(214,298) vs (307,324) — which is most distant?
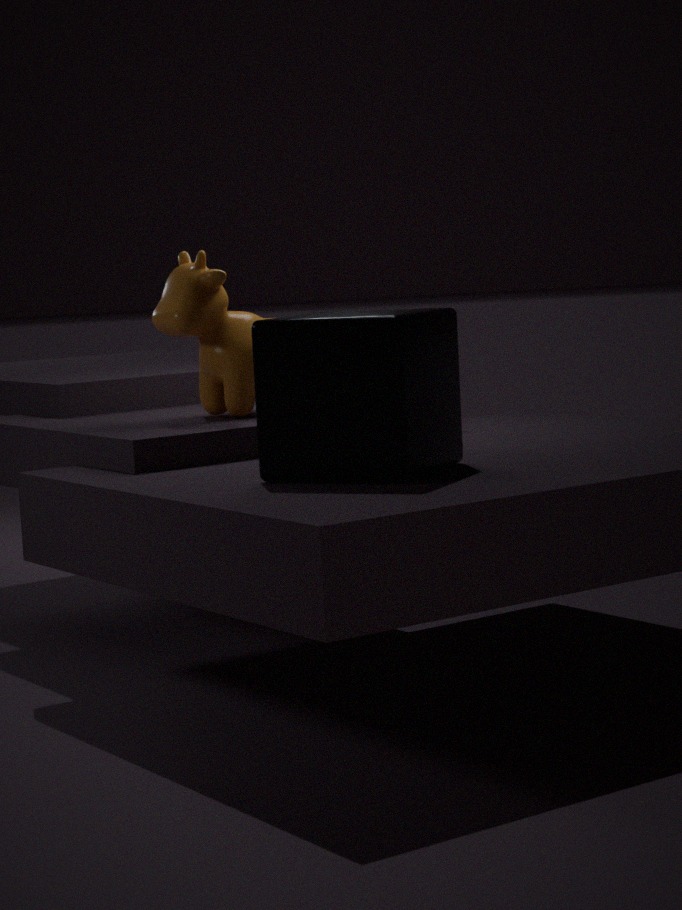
(214,298)
